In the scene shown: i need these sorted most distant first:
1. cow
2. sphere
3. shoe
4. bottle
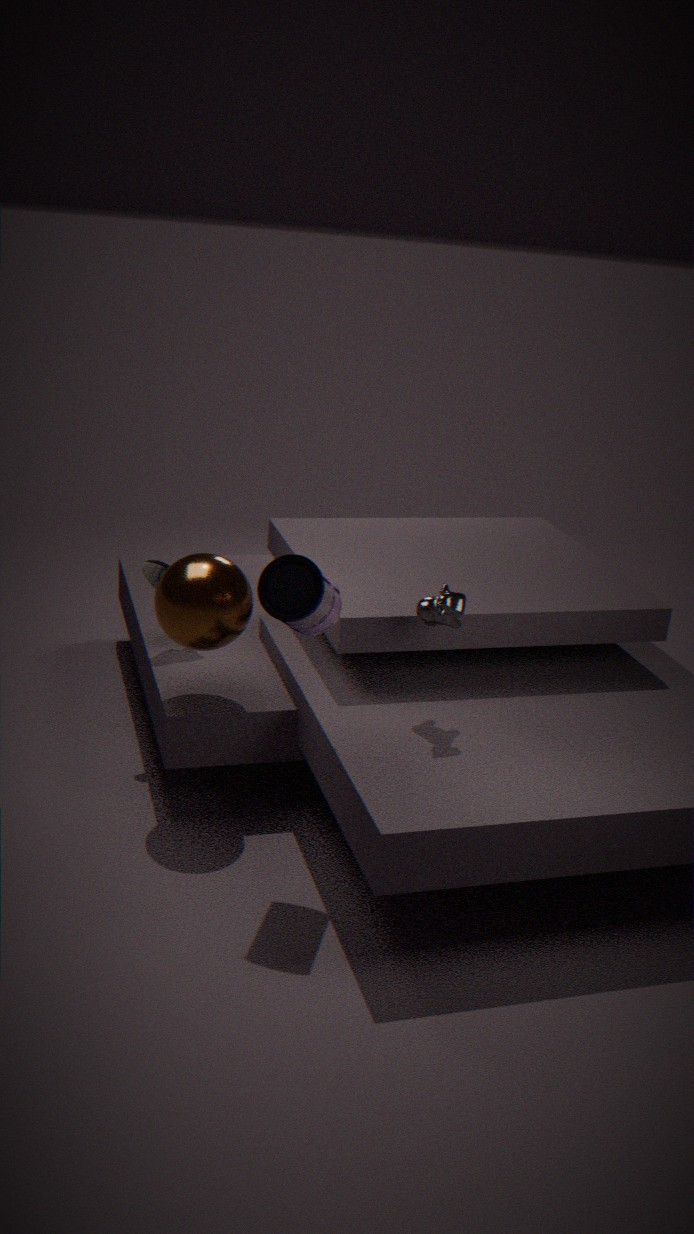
shoe → sphere → cow → bottle
